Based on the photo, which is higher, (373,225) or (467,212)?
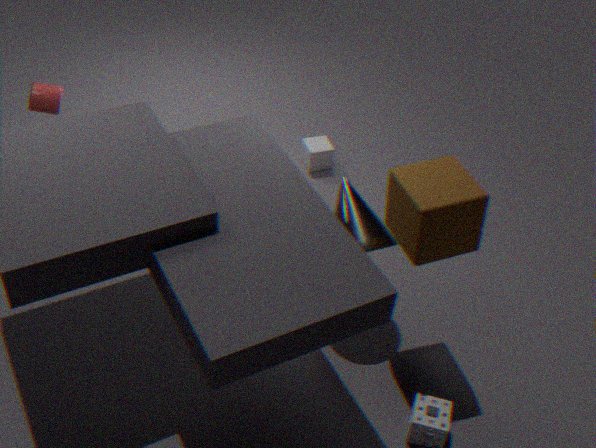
(467,212)
